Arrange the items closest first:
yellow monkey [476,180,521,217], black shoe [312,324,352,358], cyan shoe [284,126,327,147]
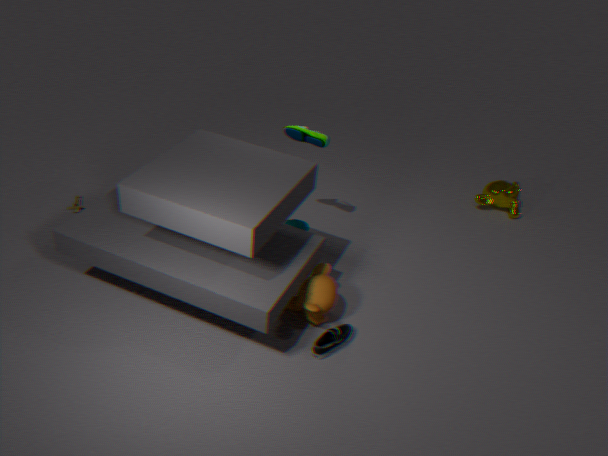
black shoe [312,324,352,358], cyan shoe [284,126,327,147], yellow monkey [476,180,521,217]
